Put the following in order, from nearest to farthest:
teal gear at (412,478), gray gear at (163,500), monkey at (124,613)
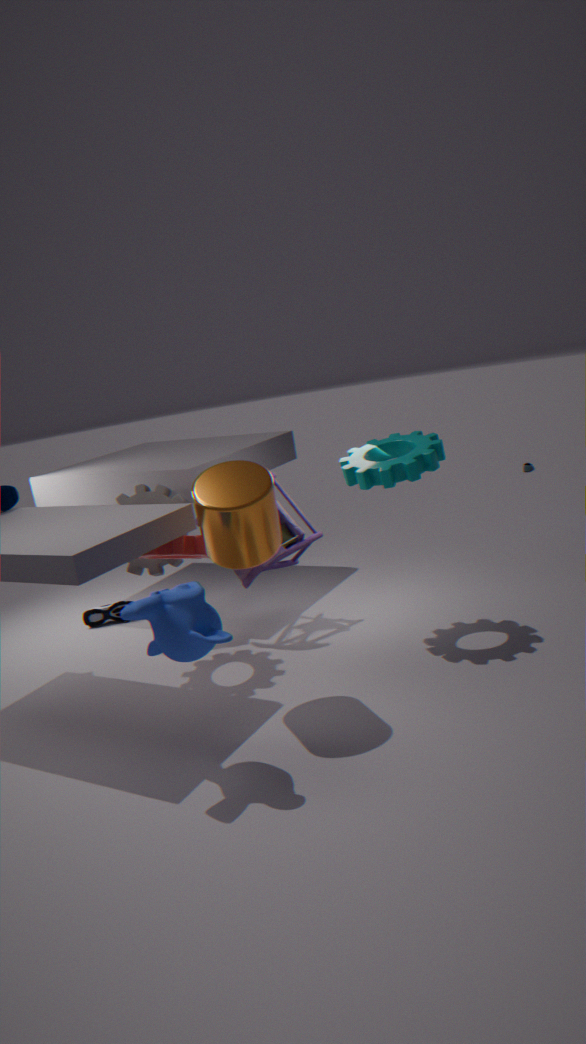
1. monkey at (124,613)
2. teal gear at (412,478)
3. gray gear at (163,500)
